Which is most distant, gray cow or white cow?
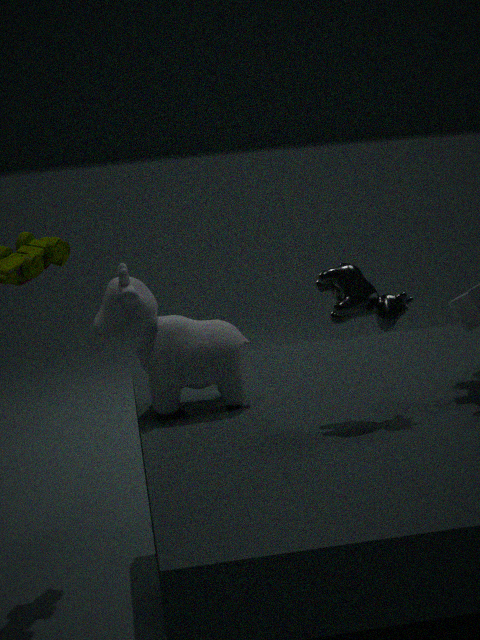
white cow
